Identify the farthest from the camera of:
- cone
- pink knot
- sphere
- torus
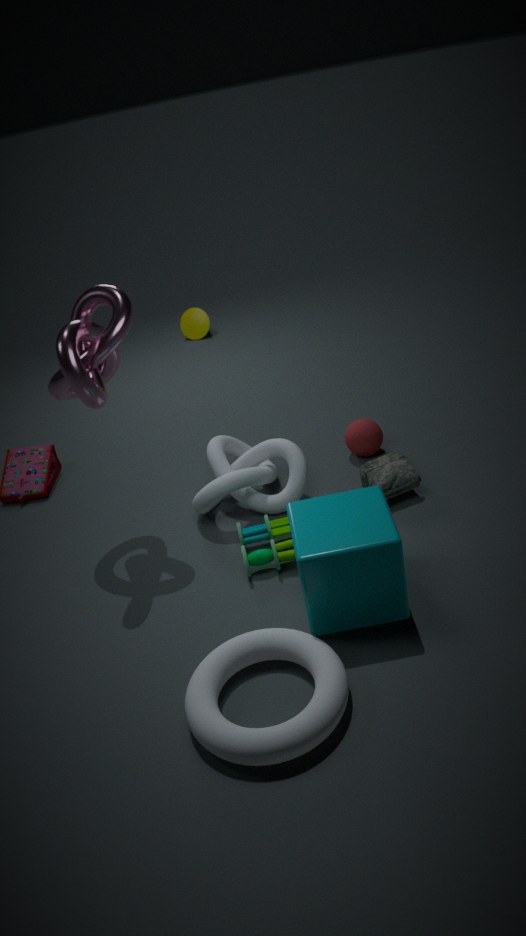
cone
